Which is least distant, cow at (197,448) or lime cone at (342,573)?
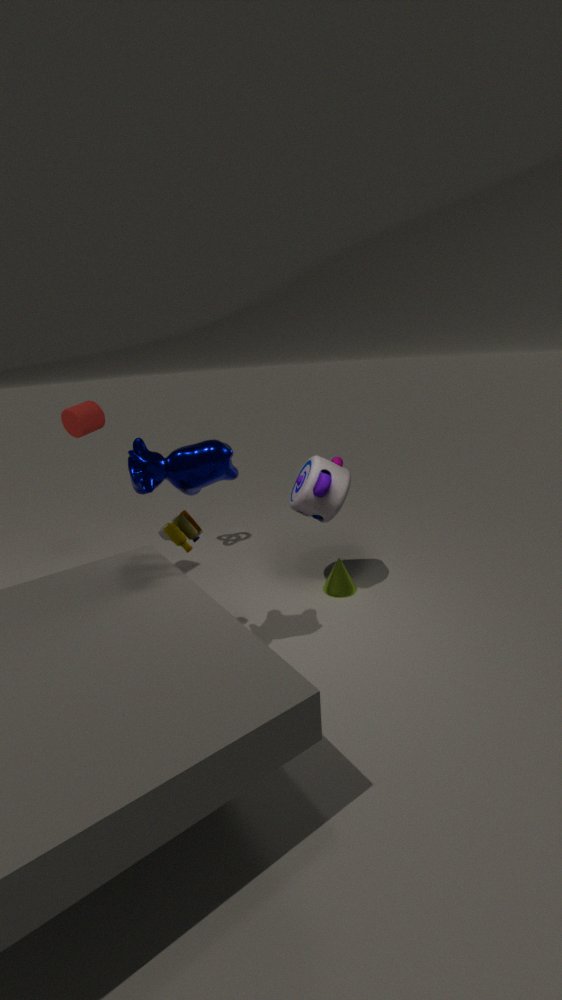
cow at (197,448)
